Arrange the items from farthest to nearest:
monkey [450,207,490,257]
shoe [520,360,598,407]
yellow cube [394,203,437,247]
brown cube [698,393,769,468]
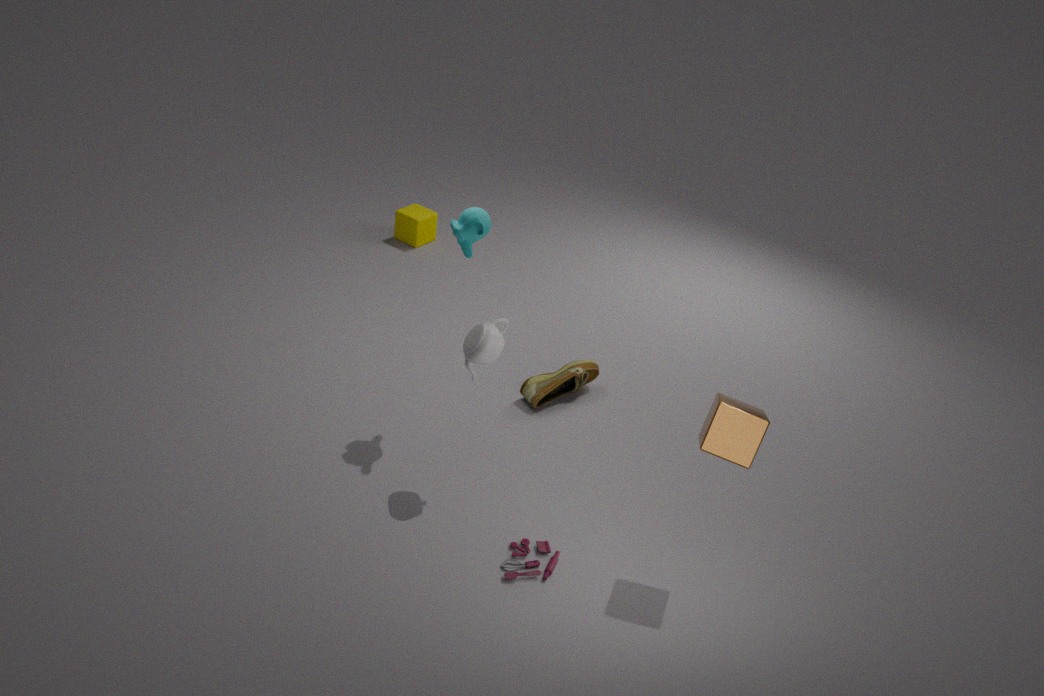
yellow cube [394,203,437,247] < shoe [520,360,598,407] < monkey [450,207,490,257] < brown cube [698,393,769,468]
